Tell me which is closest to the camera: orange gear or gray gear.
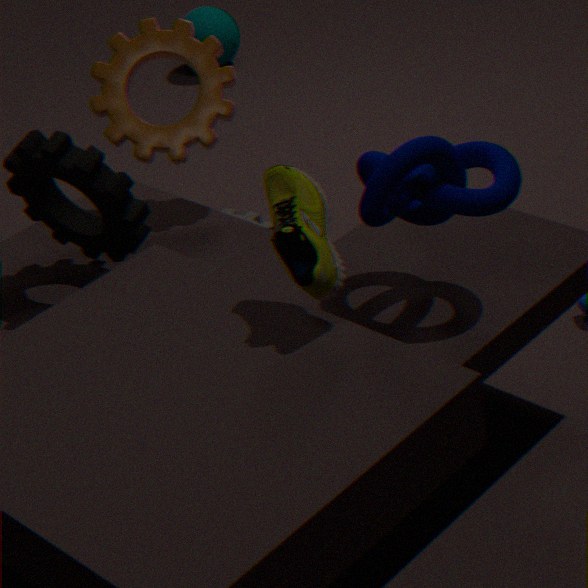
orange gear
